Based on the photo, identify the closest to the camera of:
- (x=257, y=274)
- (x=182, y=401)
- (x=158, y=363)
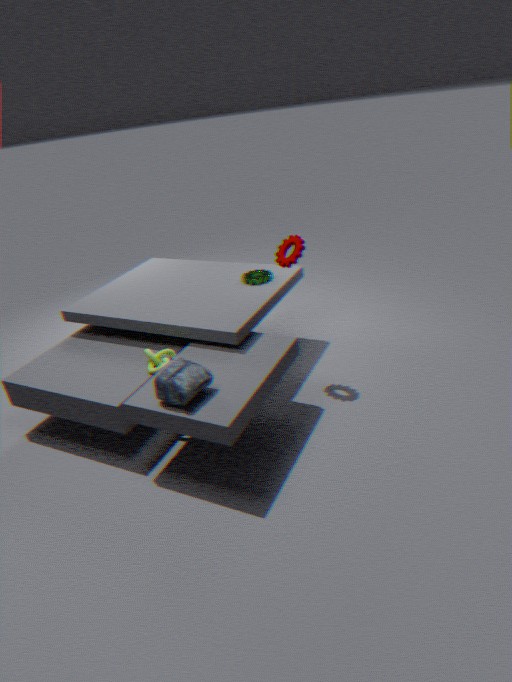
(x=182, y=401)
